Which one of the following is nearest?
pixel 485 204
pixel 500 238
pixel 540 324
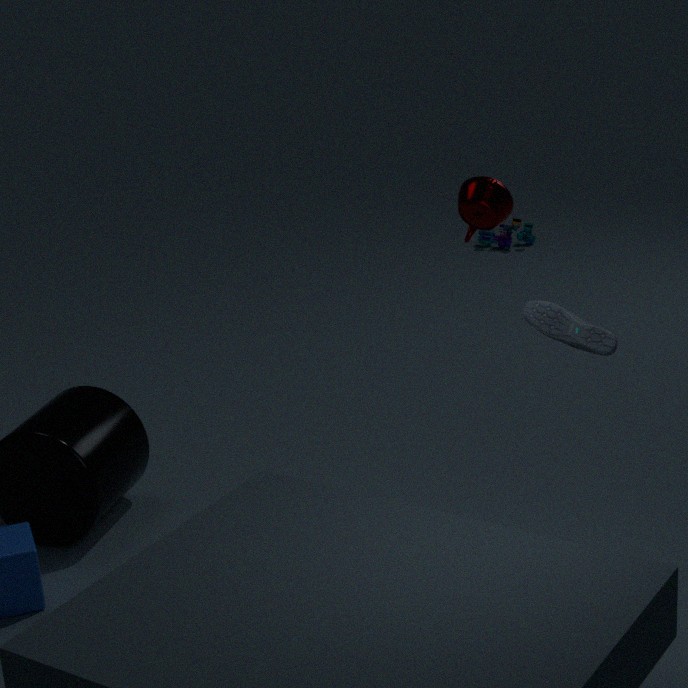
pixel 540 324
